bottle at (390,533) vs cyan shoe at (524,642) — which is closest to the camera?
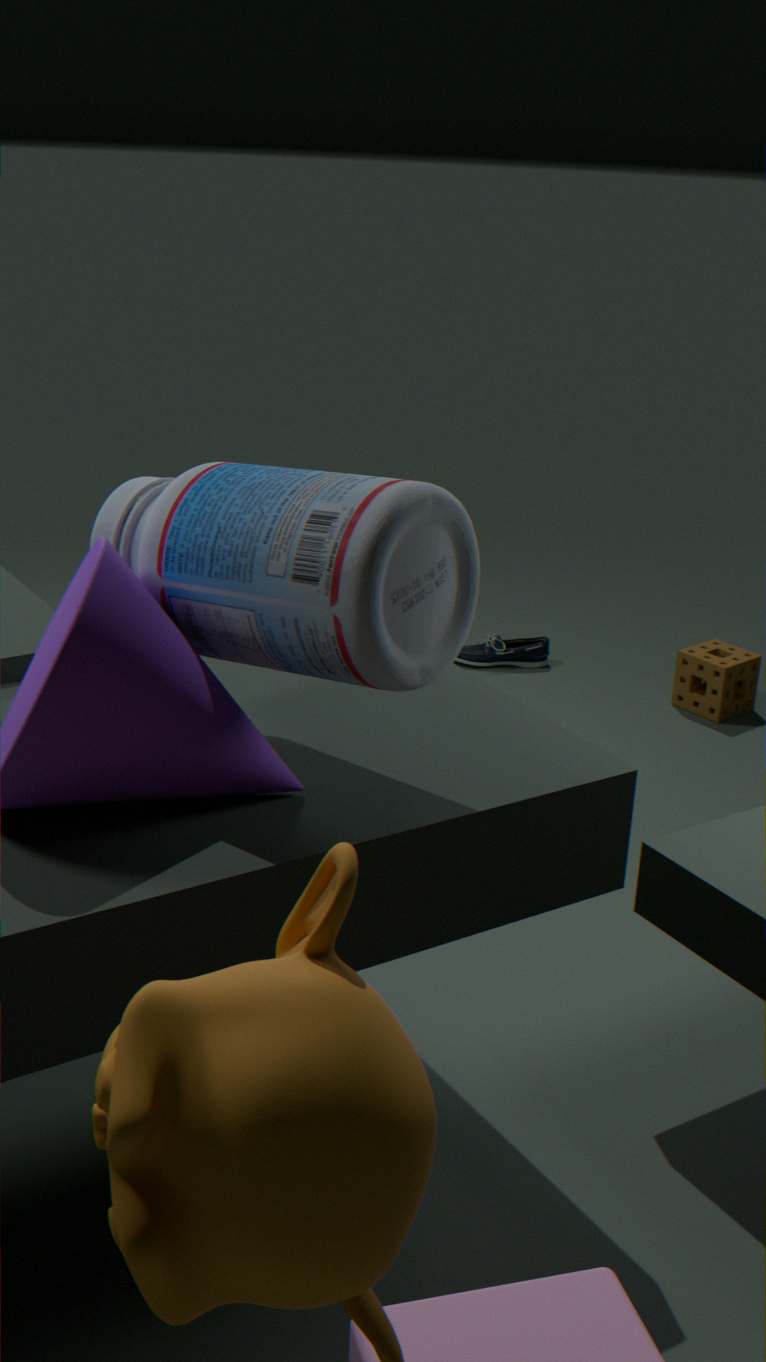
bottle at (390,533)
